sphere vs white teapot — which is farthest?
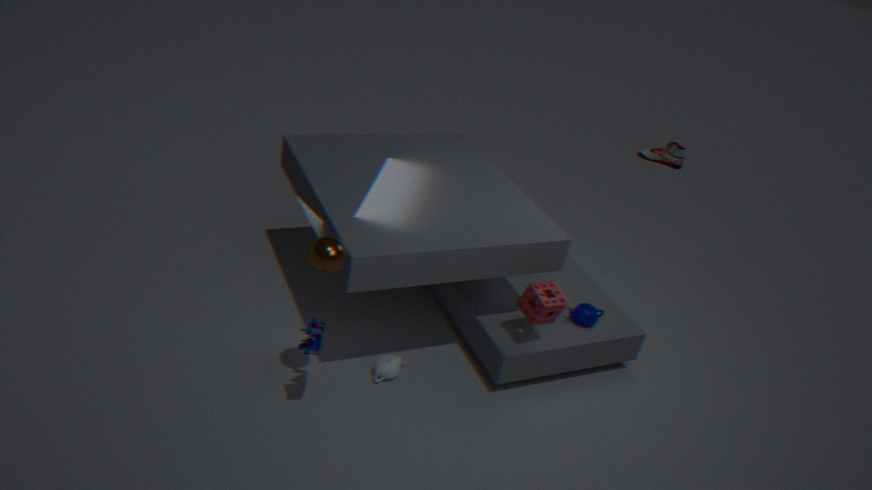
white teapot
